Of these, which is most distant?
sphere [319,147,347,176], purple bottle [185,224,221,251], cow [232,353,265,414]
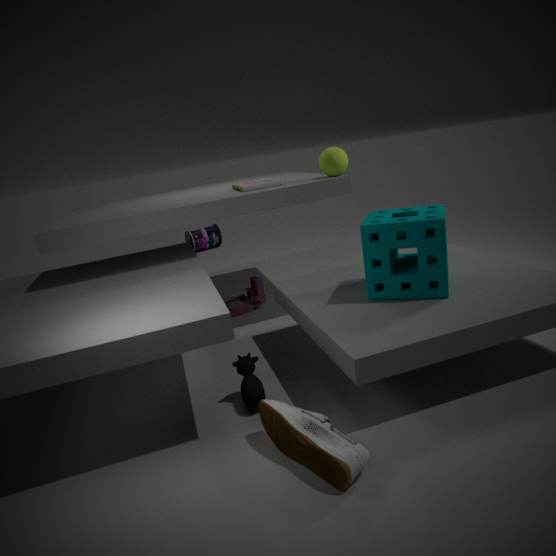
purple bottle [185,224,221,251]
